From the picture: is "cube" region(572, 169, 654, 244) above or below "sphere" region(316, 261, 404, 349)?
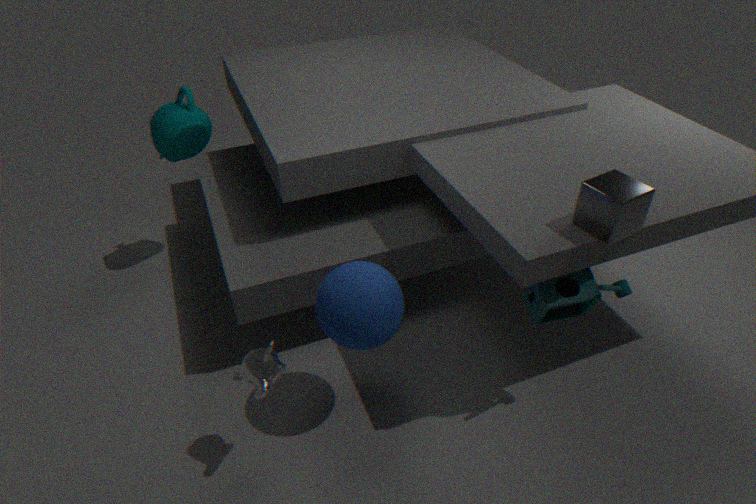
above
